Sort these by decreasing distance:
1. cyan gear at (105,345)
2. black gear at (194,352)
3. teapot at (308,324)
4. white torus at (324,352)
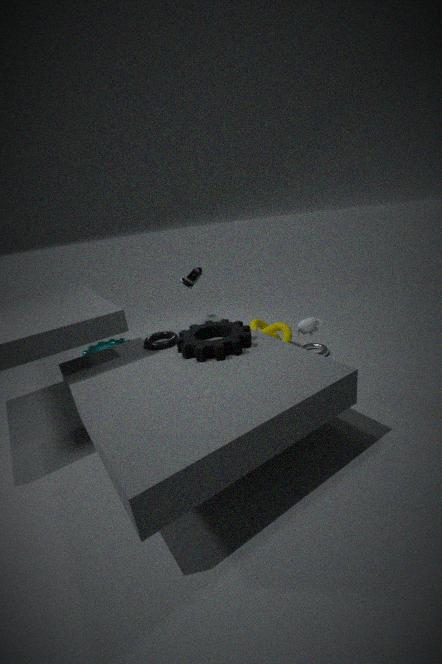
cyan gear at (105,345), white torus at (324,352), teapot at (308,324), black gear at (194,352)
